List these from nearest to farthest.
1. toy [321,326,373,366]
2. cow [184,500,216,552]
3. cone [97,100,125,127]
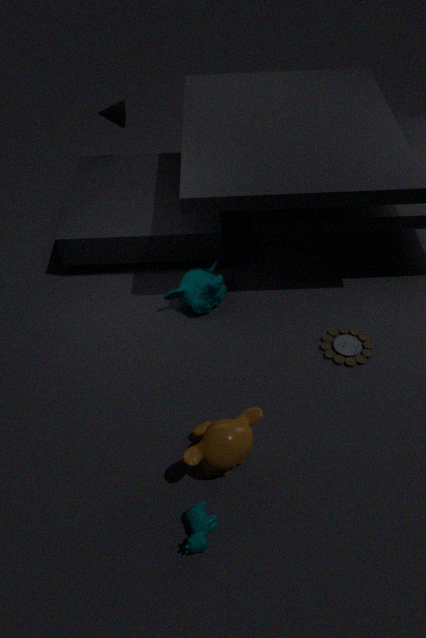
cow [184,500,216,552], toy [321,326,373,366], cone [97,100,125,127]
